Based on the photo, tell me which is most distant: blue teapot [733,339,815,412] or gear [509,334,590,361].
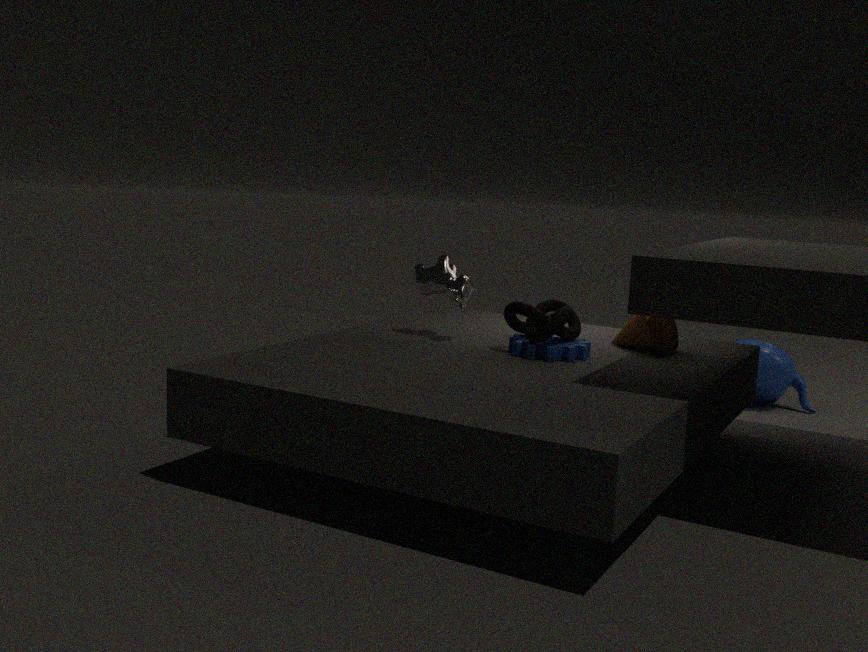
blue teapot [733,339,815,412]
